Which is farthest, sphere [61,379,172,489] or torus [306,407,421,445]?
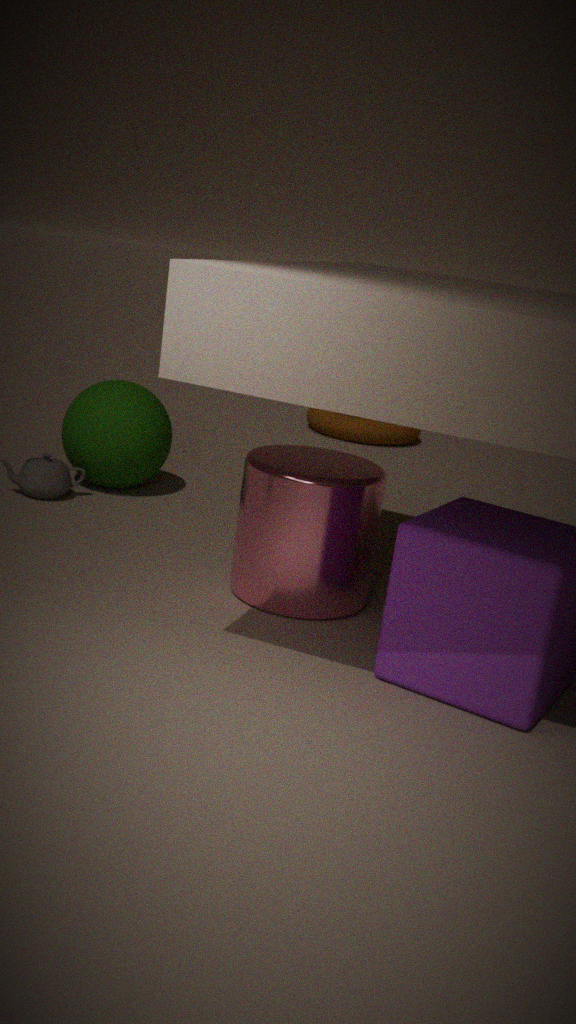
torus [306,407,421,445]
